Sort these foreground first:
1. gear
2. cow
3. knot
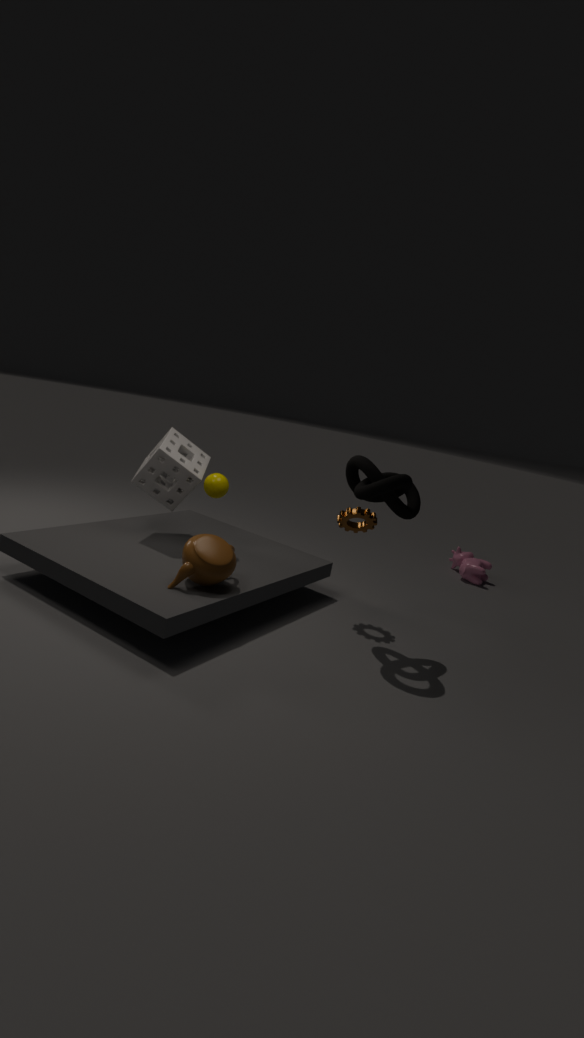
knot, gear, cow
